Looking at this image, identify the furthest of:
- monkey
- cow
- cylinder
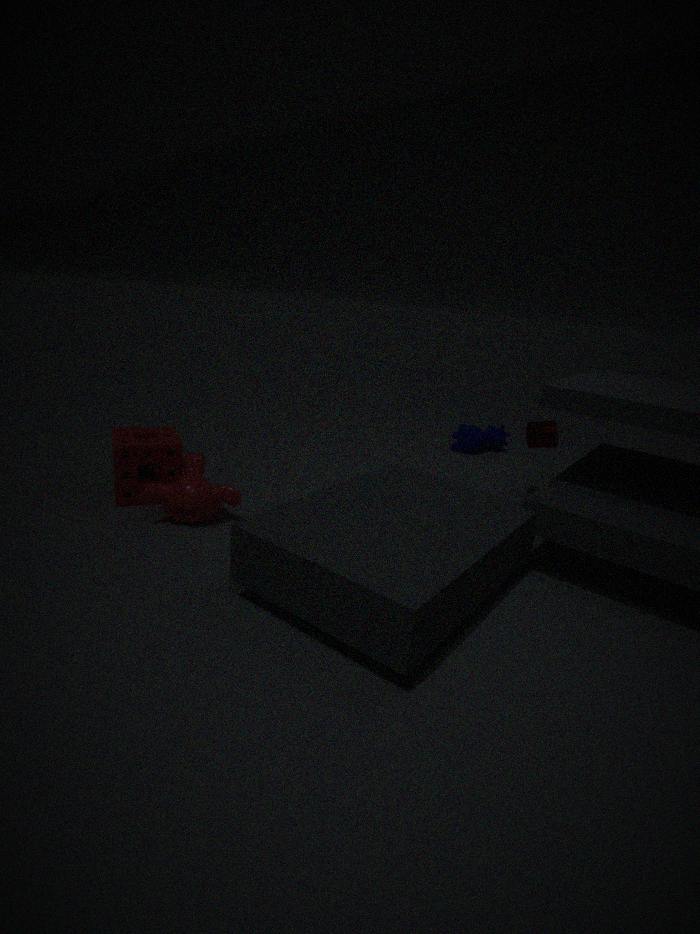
cow
